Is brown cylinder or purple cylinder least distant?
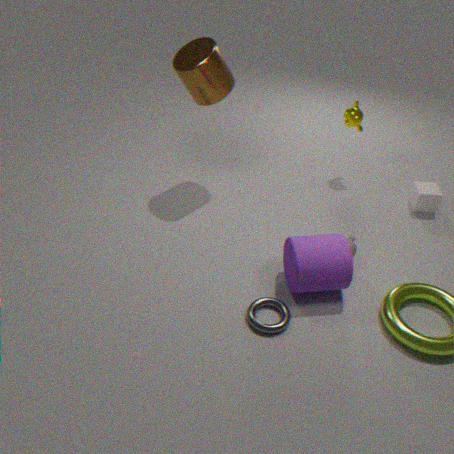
purple cylinder
